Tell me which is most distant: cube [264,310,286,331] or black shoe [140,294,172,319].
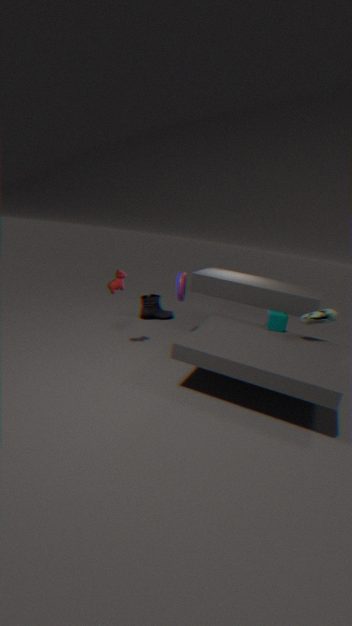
black shoe [140,294,172,319]
